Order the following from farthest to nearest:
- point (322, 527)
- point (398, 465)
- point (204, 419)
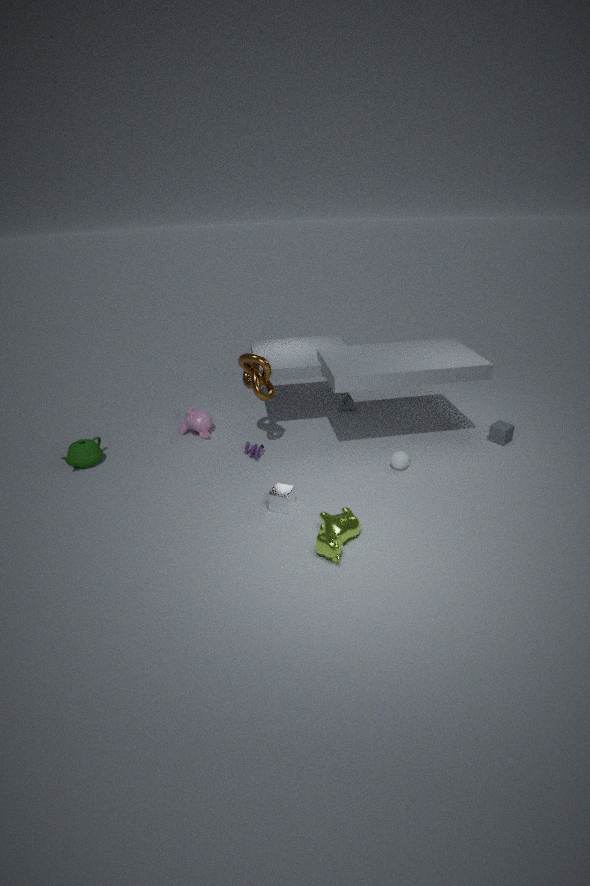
point (204, 419)
point (398, 465)
point (322, 527)
